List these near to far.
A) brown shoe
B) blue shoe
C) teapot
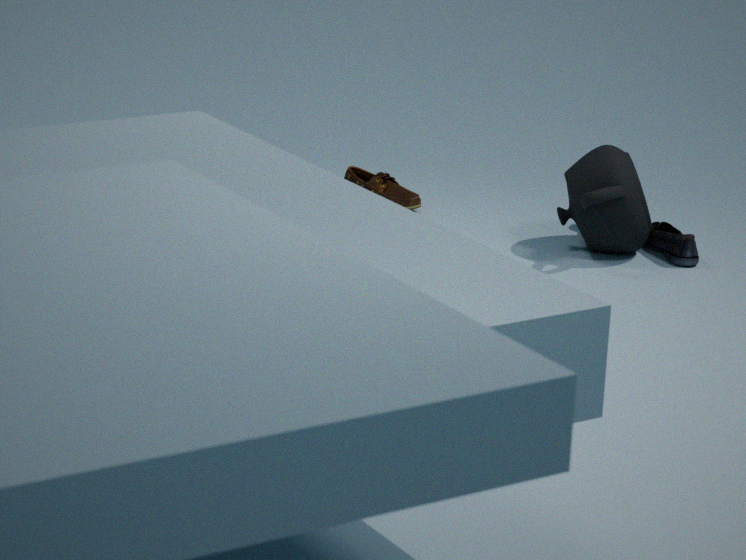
teapot
blue shoe
brown shoe
